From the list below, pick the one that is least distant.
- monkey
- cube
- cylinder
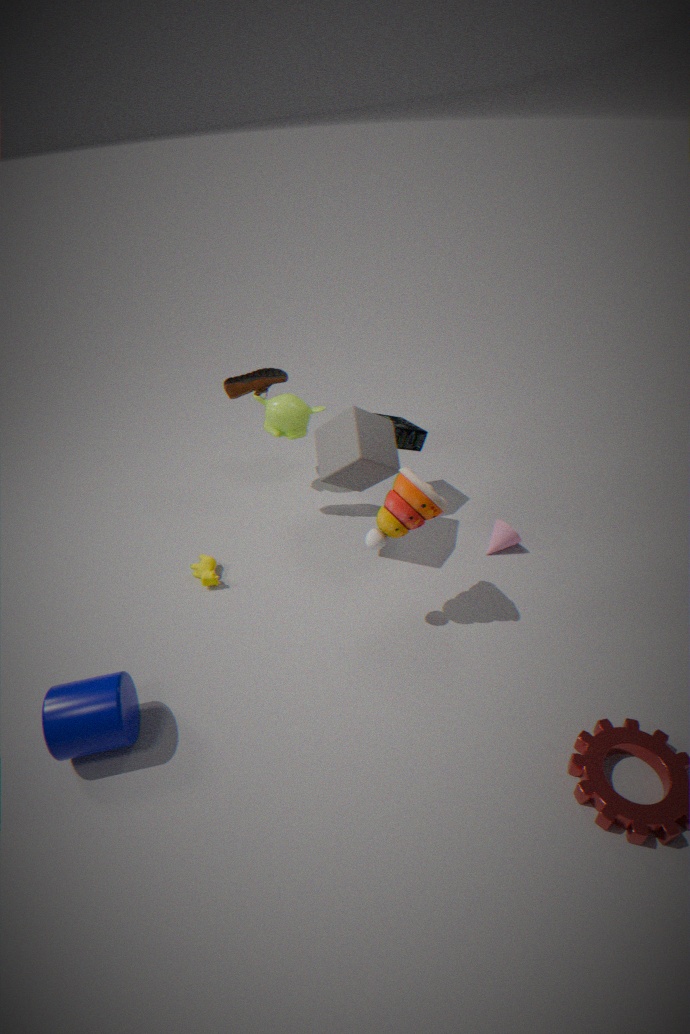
cylinder
